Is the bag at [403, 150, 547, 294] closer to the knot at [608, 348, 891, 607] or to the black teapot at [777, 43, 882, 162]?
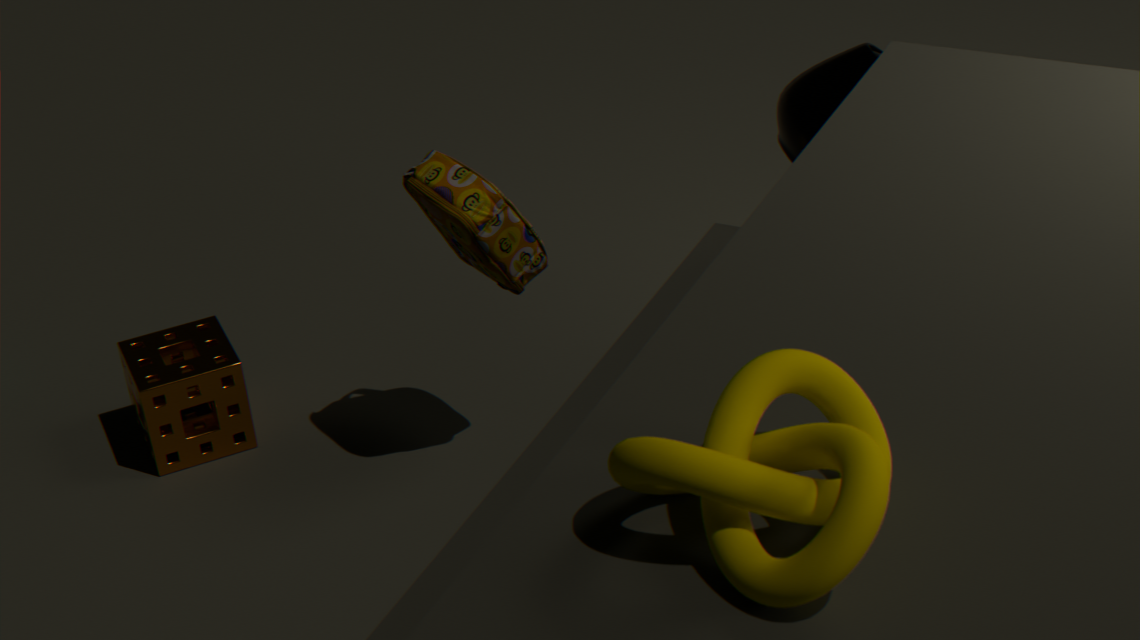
the black teapot at [777, 43, 882, 162]
